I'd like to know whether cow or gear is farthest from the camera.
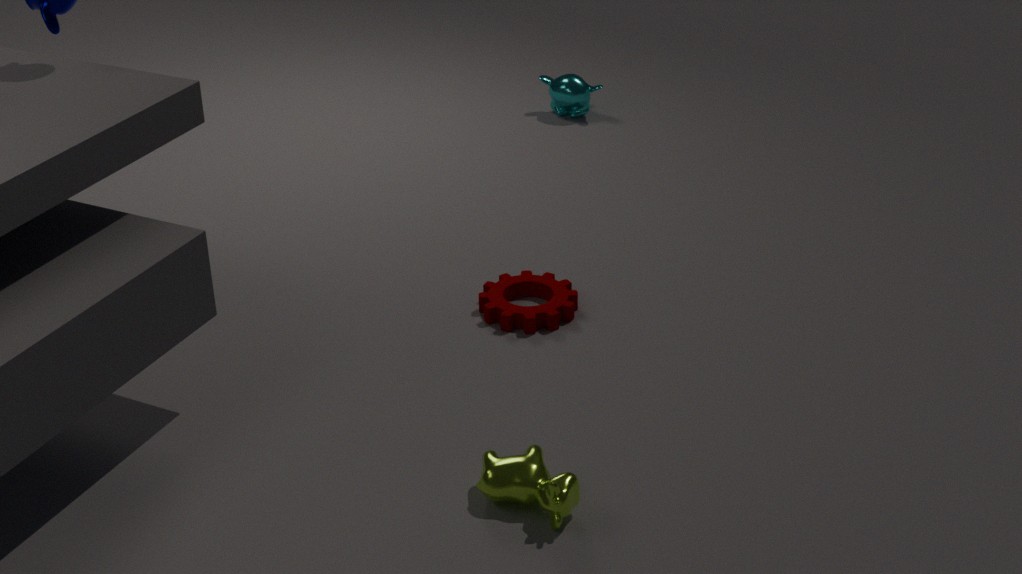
gear
